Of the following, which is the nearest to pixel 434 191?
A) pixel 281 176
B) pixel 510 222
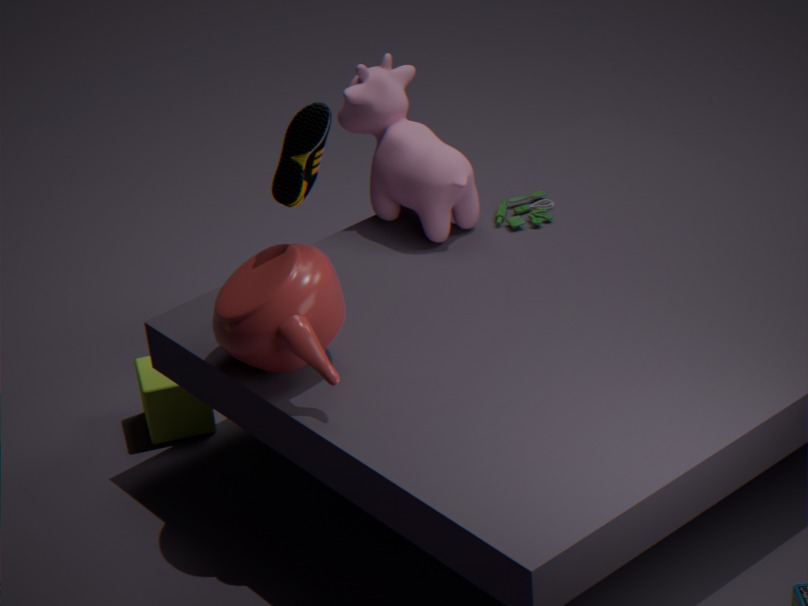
pixel 510 222
